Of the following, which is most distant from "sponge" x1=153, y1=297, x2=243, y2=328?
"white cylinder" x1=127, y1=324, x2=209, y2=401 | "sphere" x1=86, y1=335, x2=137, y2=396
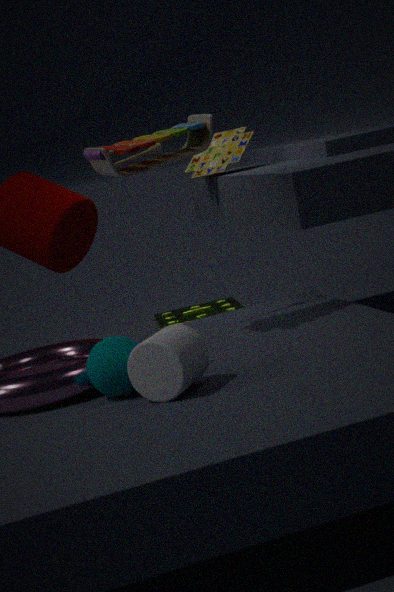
"white cylinder" x1=127, y1=324, x2=209, y2=401
